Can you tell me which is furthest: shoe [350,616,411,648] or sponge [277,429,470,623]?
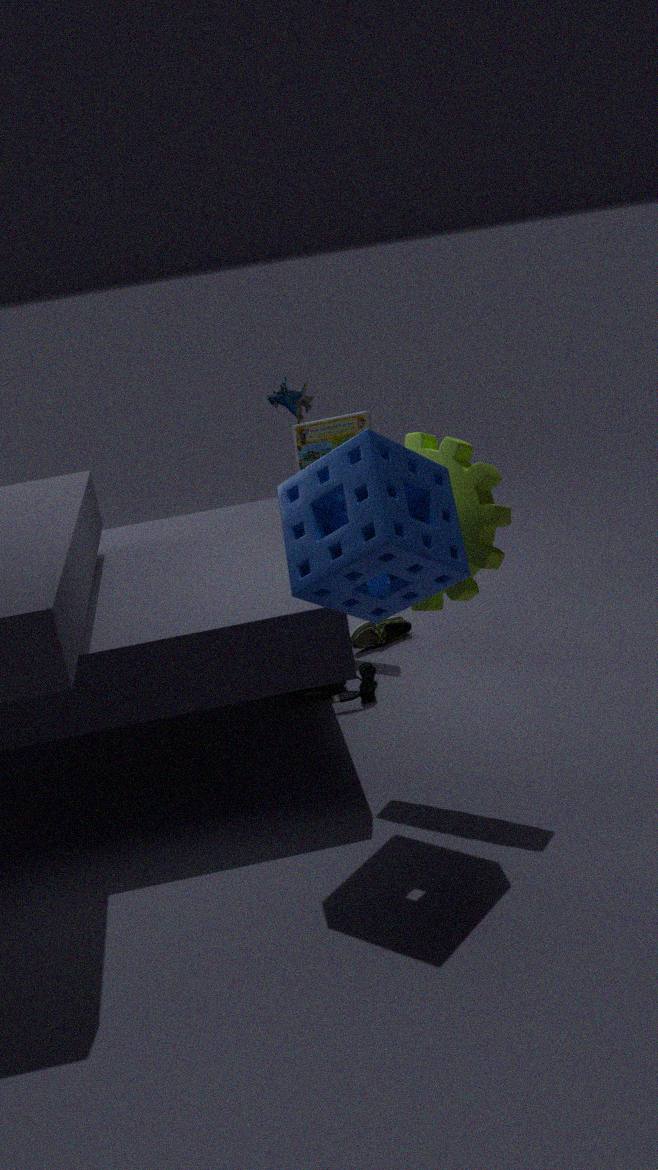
shoe [350,616,411,648]
